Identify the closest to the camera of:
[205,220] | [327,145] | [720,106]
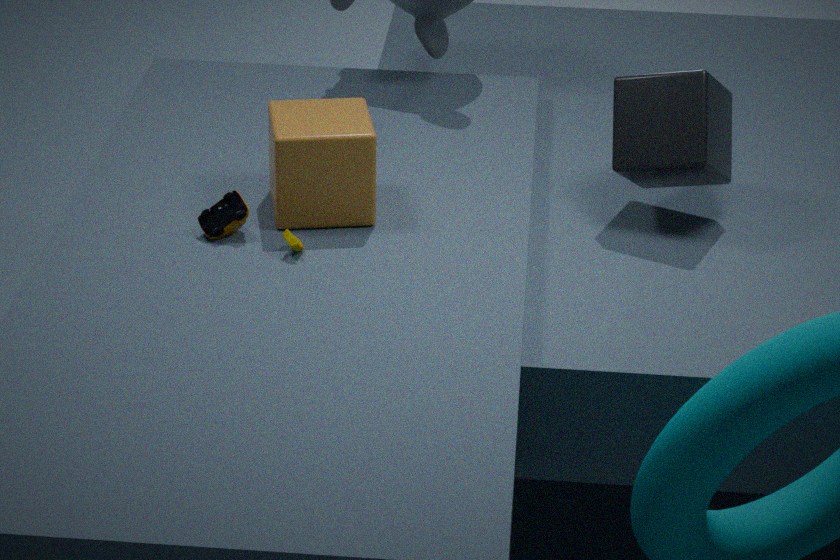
[327,145]
